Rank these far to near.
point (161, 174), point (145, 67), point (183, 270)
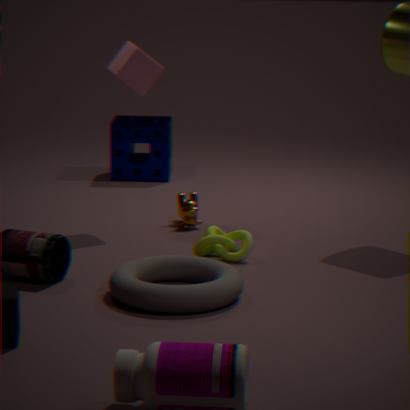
1. point (161, 174)
2. point (145, 67)
3. point (183, 270)
